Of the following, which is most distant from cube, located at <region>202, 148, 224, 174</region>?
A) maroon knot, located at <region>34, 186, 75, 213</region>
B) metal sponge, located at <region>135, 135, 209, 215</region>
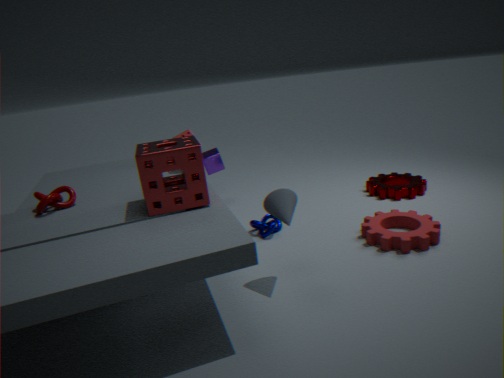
maroon knot, located at <region>34, 186, 75, 213</region>
